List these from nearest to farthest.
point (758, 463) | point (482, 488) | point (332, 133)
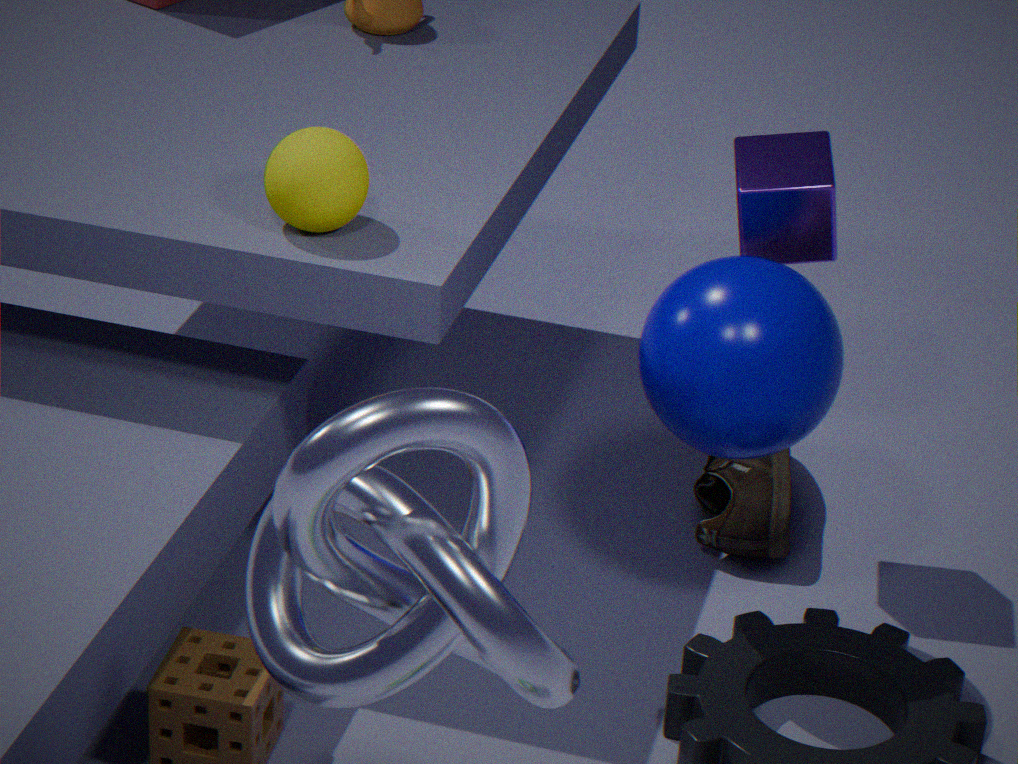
point (482, 488) → point (332, 133) → point (758, 463)
